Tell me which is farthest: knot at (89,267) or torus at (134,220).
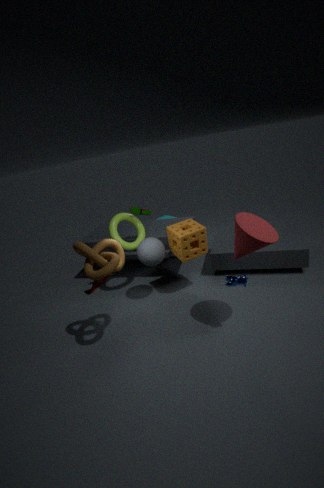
torus at (134,220)
